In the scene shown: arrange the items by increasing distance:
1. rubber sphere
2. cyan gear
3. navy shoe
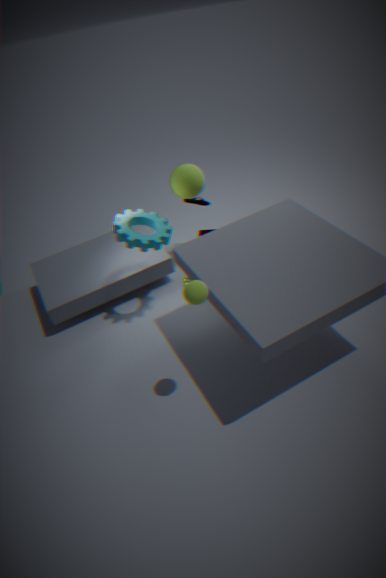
rubber sphere, cyan gear, navy shoe
